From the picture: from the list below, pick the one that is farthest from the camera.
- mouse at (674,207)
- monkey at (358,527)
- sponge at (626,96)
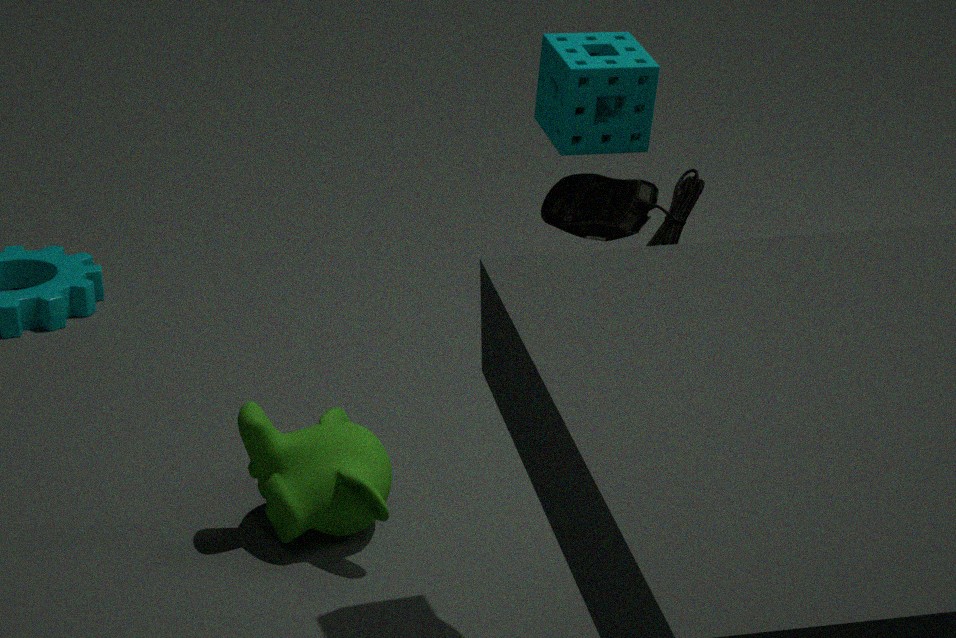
monkey at (358,527)
